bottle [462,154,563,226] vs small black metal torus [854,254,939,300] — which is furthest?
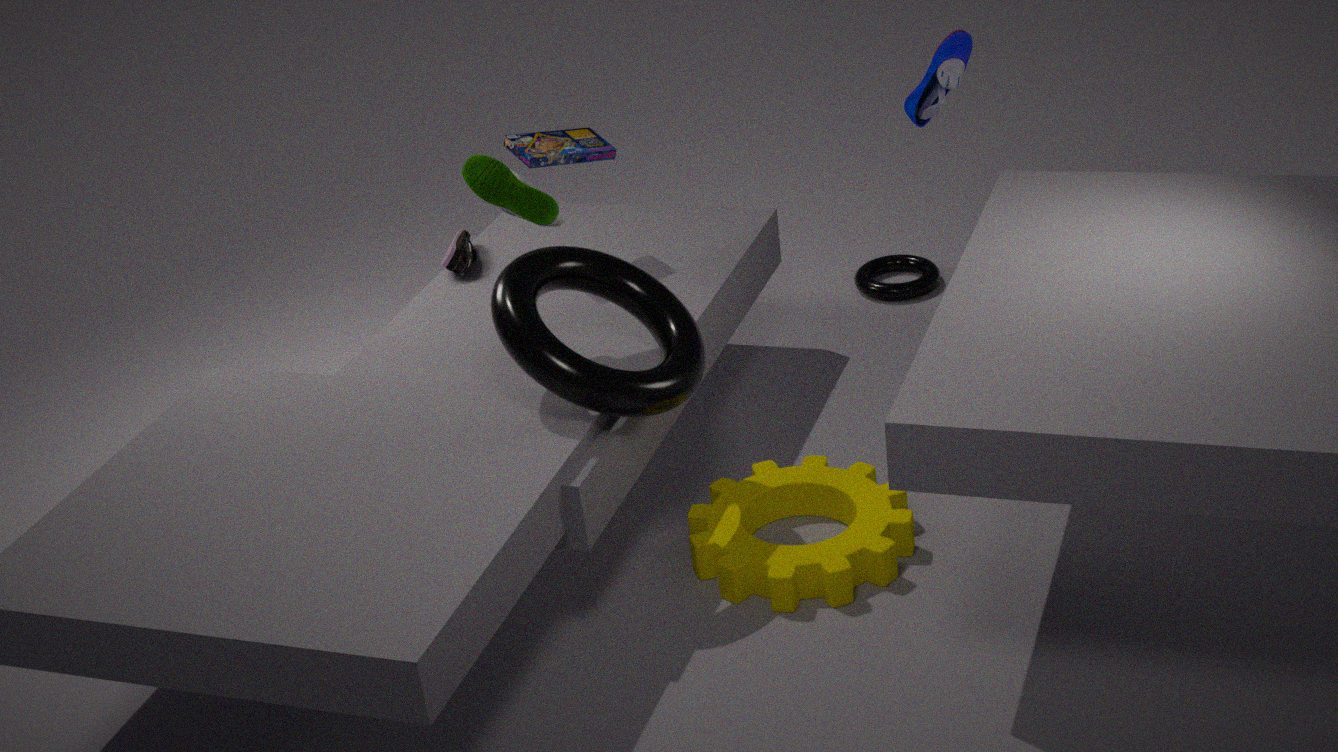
small black metal torus [854,254,939,300]
